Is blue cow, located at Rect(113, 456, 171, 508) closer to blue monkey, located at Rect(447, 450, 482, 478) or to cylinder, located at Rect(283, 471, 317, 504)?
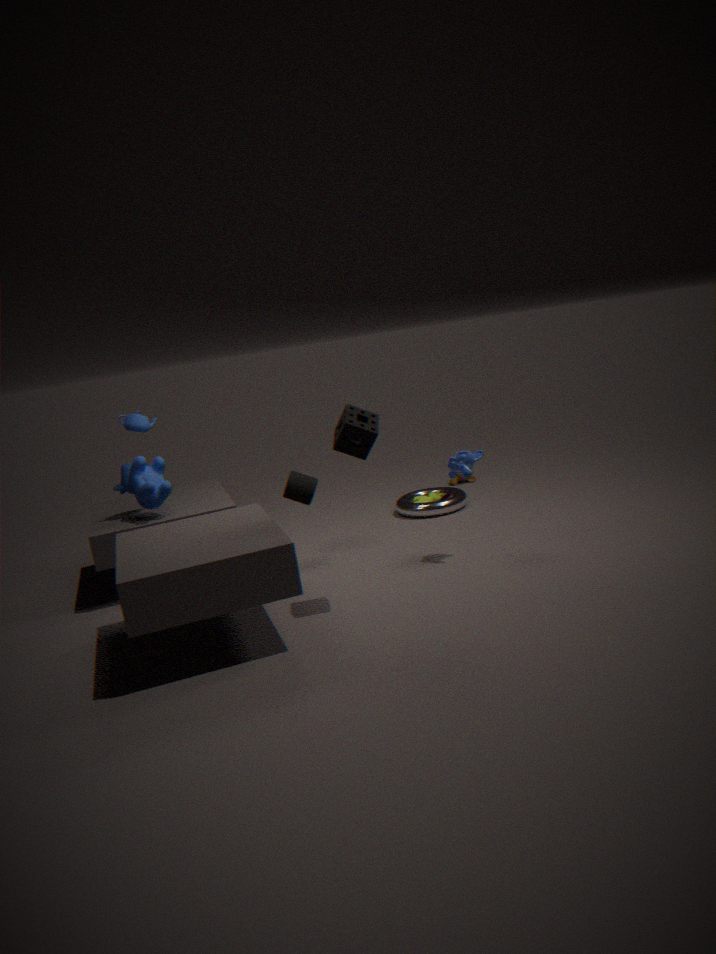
cylinder, located at Rect(283, 471, 317, 504)
